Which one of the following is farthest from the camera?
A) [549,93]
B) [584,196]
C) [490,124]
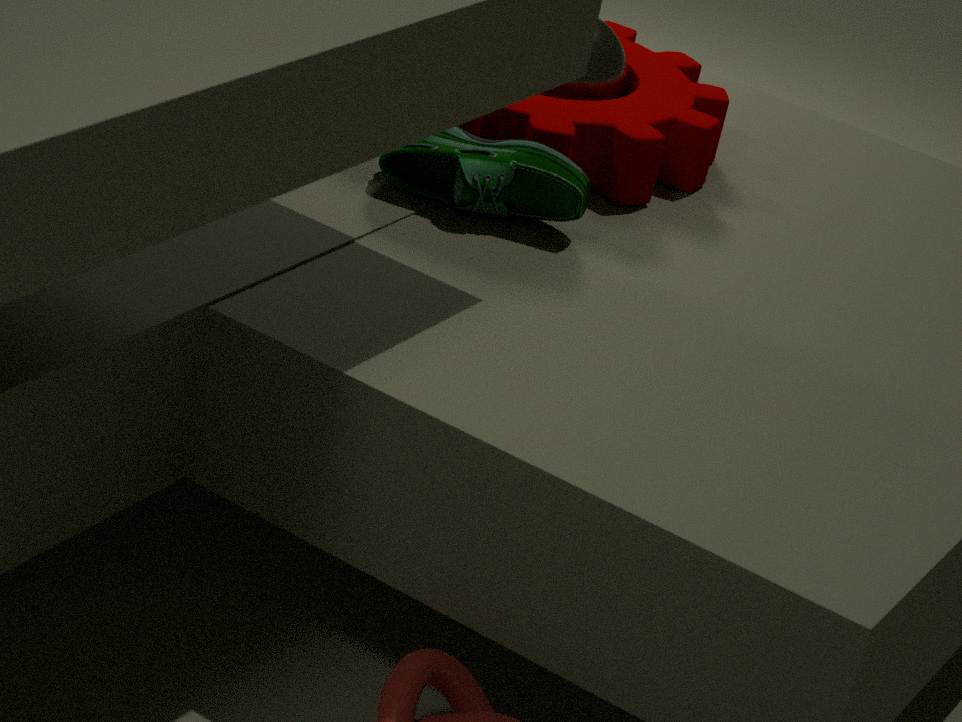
[549,93]
